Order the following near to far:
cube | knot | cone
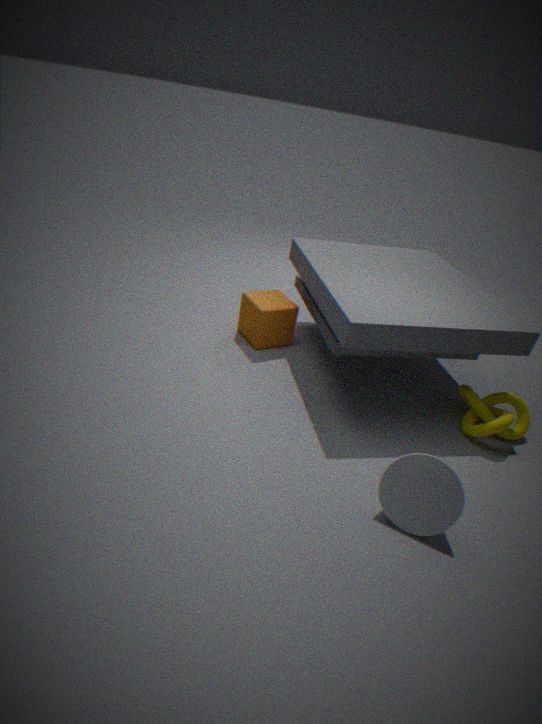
cone < knot < cube
